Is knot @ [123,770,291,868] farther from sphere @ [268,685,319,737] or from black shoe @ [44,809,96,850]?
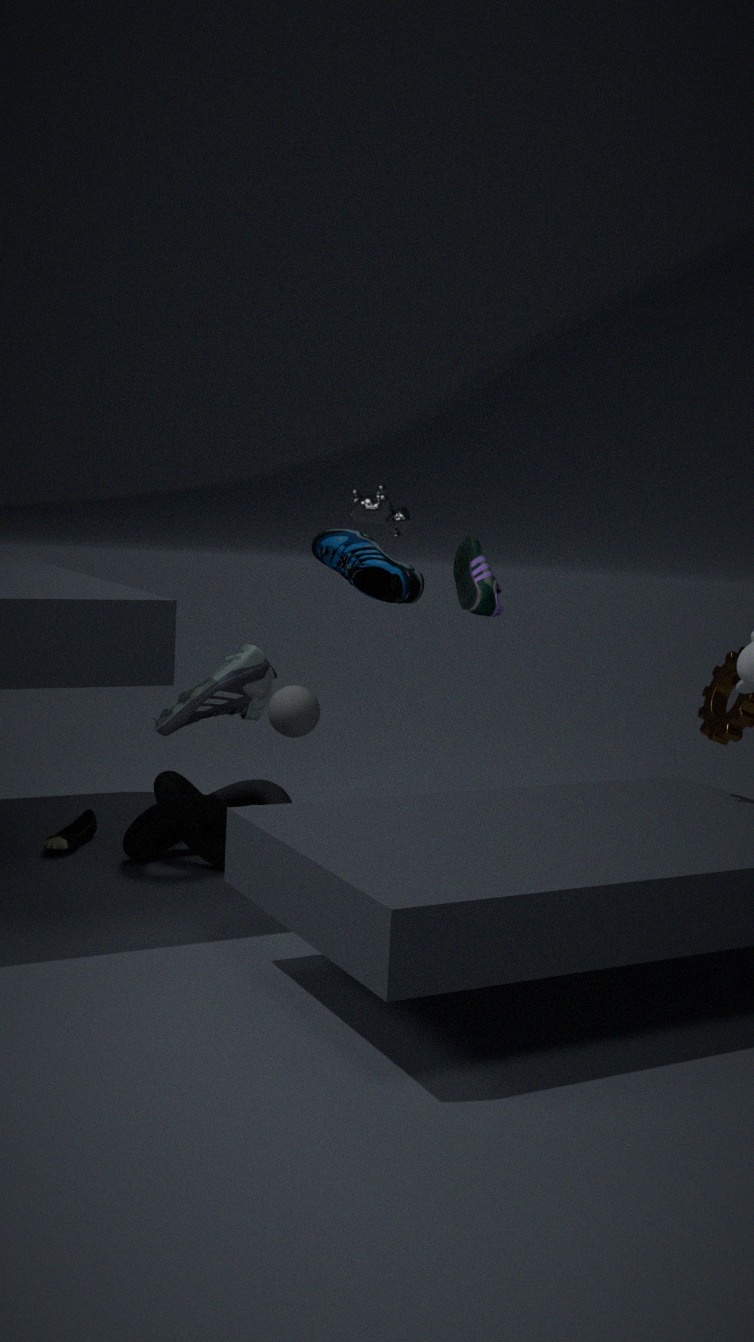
sphere @ [268,685,319,737]
